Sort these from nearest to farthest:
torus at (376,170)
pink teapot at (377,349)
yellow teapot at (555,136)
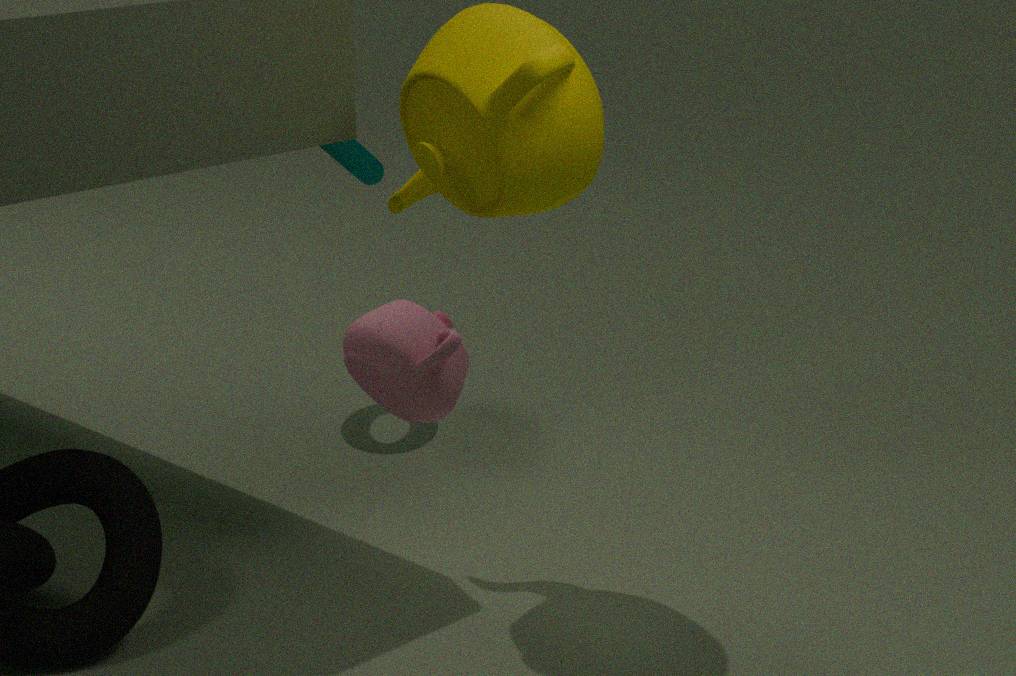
pink teapot at (377,349) < yellow teapot at (555,136) < torus at (376,170)
